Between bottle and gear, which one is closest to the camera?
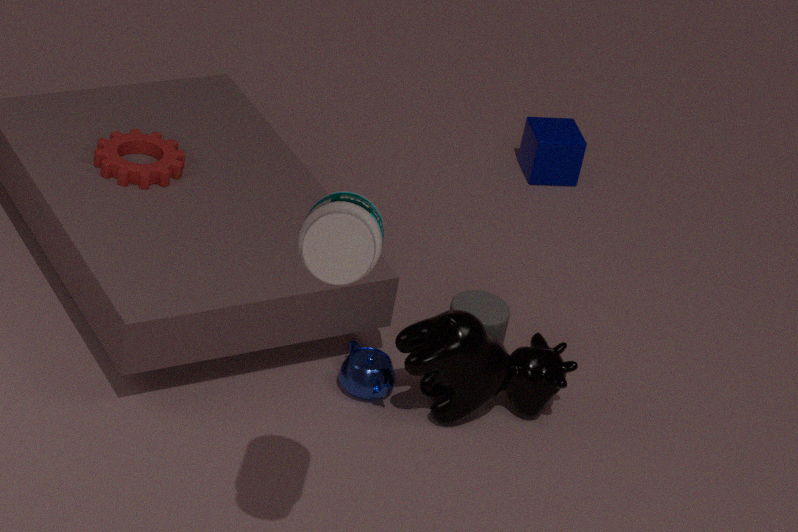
bottle
